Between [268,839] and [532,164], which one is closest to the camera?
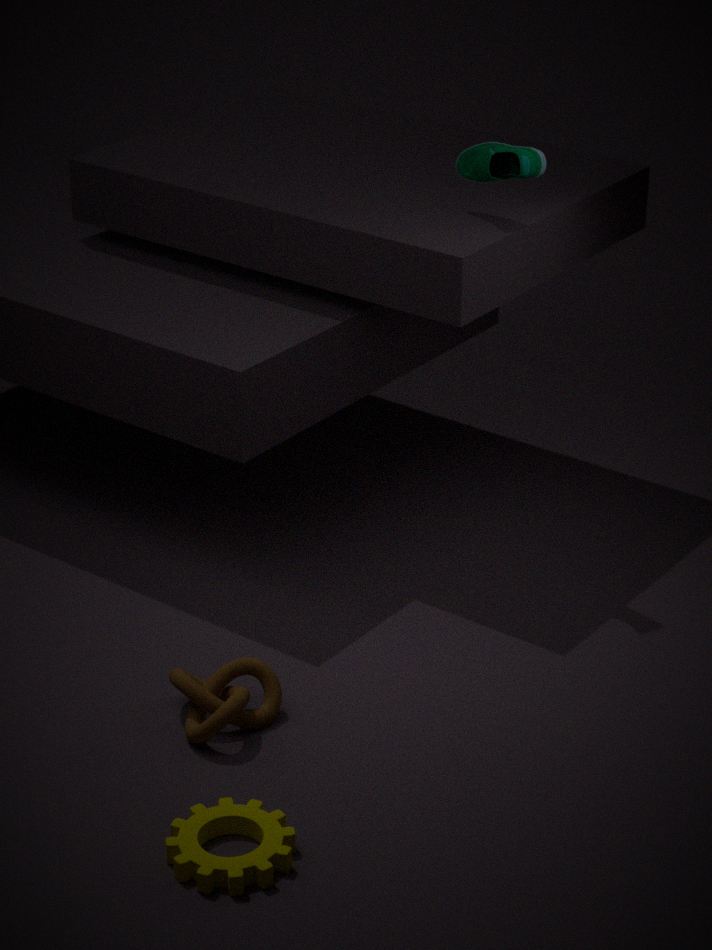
[268,839]
